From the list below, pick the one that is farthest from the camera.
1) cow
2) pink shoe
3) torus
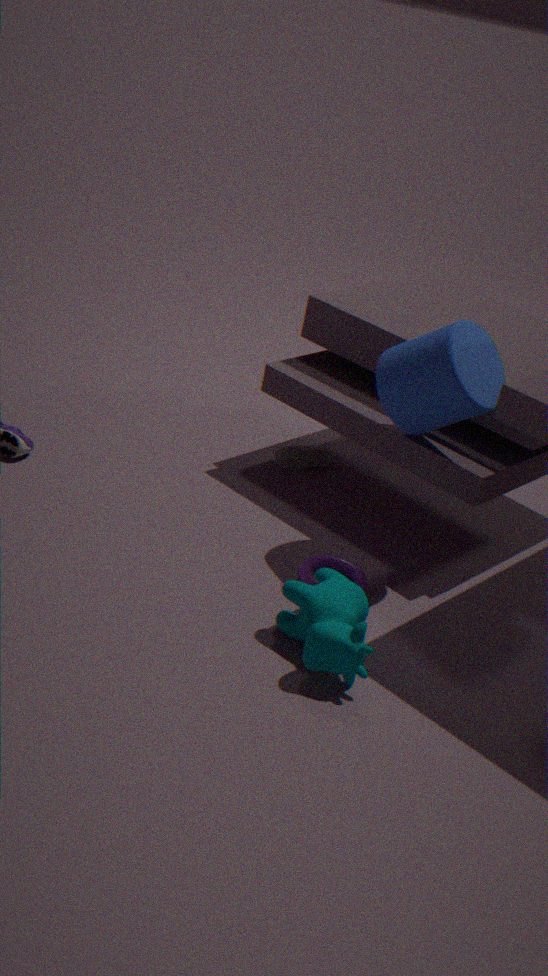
2. pink shoe
